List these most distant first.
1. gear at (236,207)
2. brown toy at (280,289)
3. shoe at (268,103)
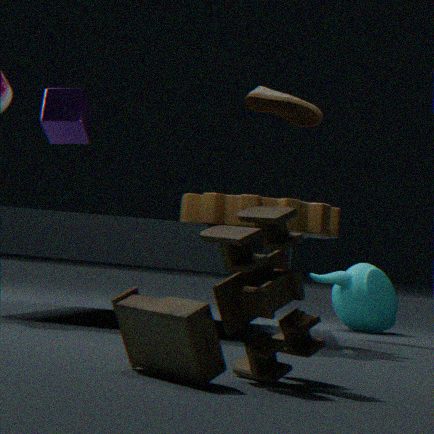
1. shoe at (268,103)
2. gear at (236,207)
3. brown toy at (280,289)
